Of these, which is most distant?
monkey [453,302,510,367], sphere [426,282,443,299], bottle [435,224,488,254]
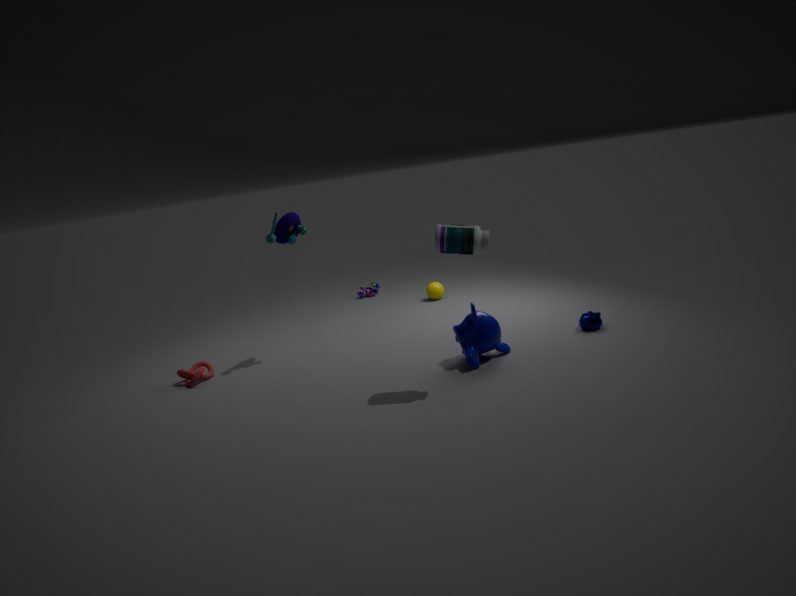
sphere [426,282,443,299]
